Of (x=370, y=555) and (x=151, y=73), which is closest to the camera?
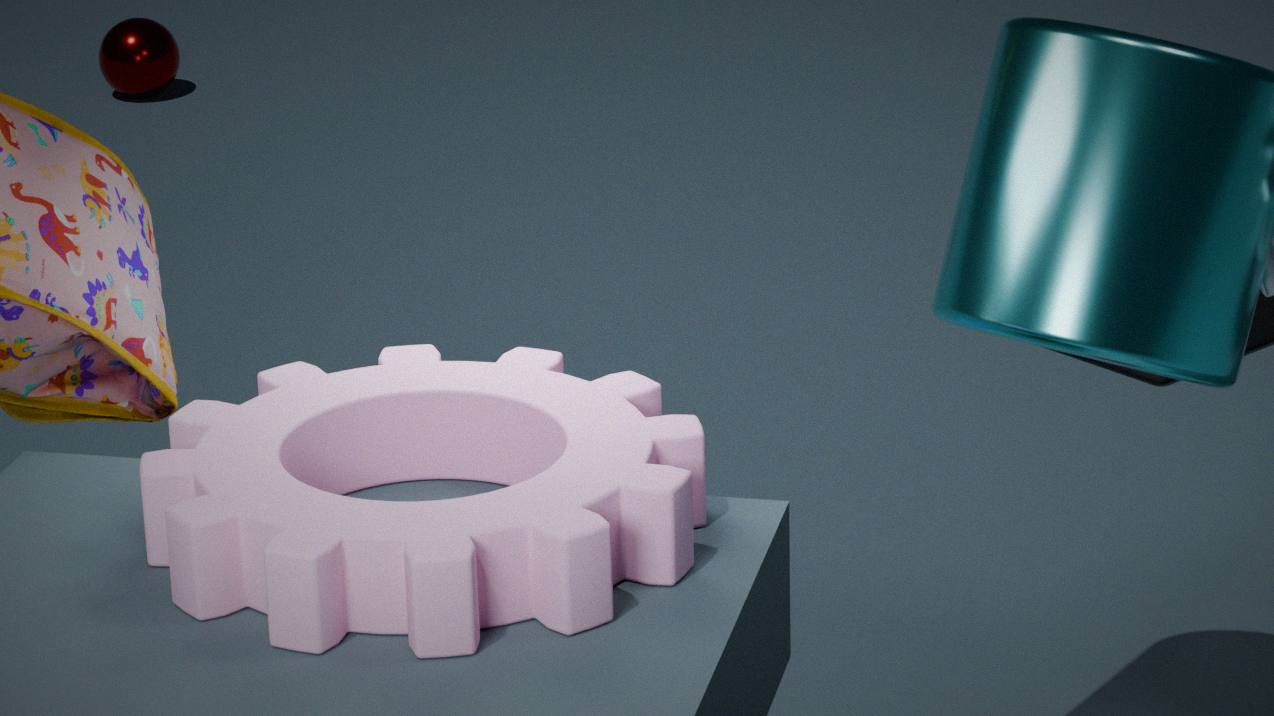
(x=370, y=555)
